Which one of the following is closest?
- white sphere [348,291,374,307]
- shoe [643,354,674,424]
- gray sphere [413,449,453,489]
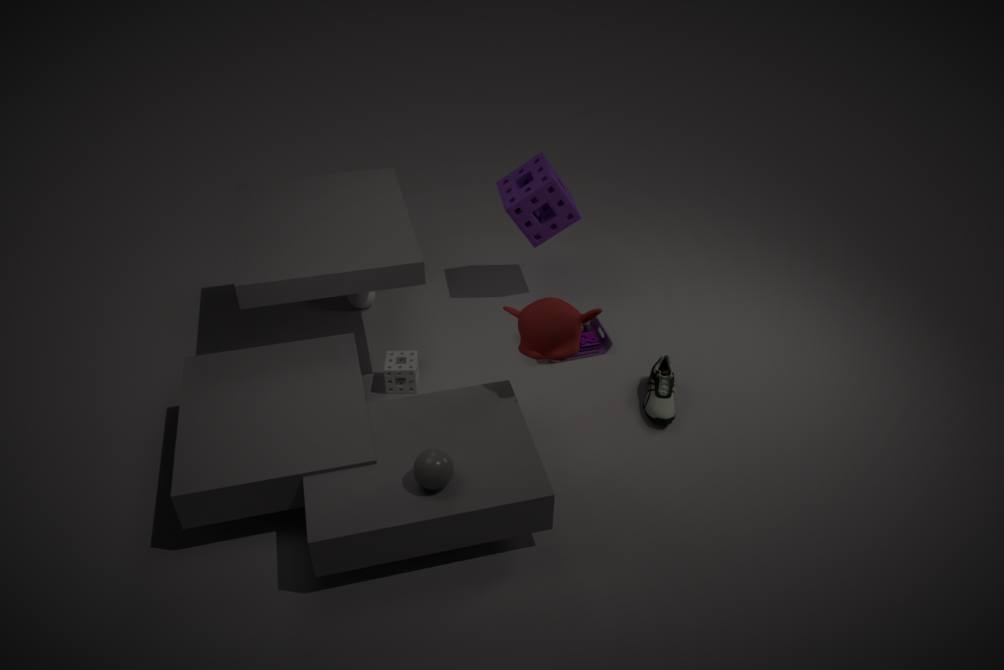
gray sphere [413,449,453,489]
